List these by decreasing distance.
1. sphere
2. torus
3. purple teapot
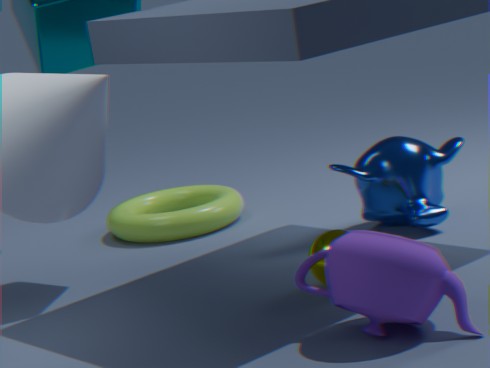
1. torus
2. sphere
3. purple teapot
